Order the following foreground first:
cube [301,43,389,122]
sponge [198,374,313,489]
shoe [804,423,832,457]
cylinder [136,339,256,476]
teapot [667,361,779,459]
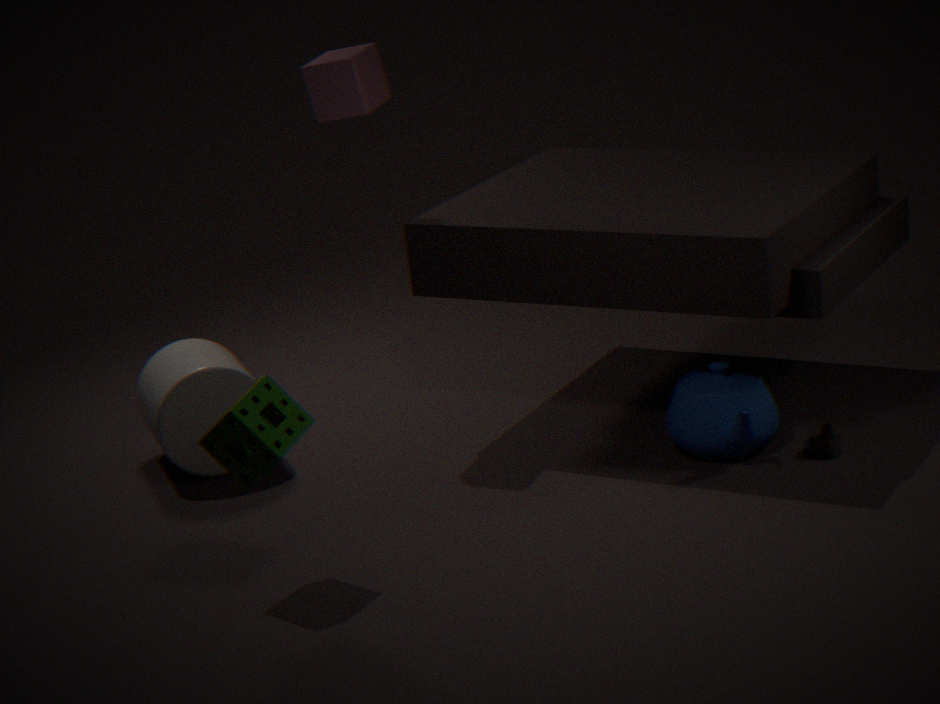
sponge [198,374,313,489] < shoe [804,423,832,457] < teapot [667,361,779,459] < cube [301,43,389,122] < cylinder [136,339,256,476]
